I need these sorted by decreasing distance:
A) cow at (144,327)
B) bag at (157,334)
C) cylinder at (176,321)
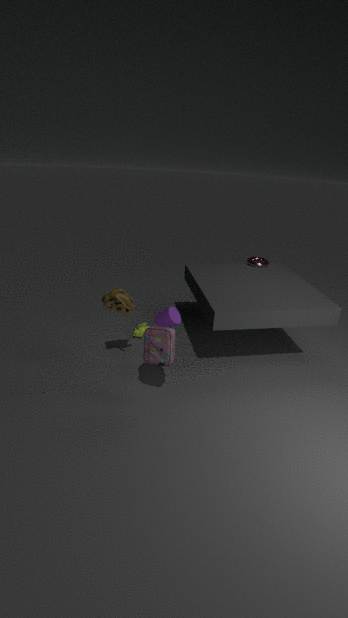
cow at (144,327), cylinder at (176,321), bag at (157,334)
